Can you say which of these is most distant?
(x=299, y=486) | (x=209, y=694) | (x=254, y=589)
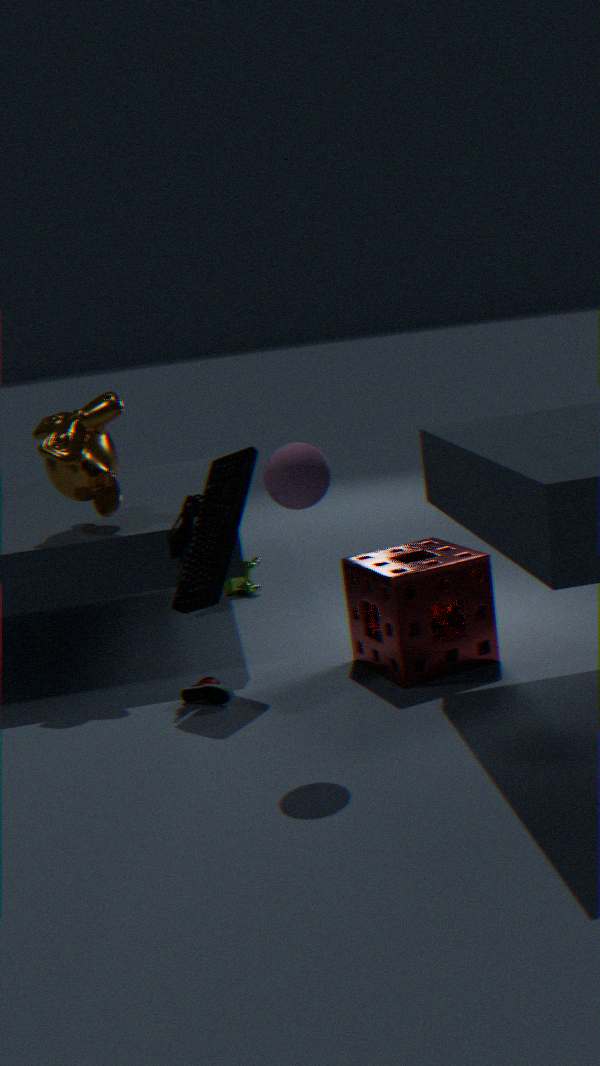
(x=254, y=589)
